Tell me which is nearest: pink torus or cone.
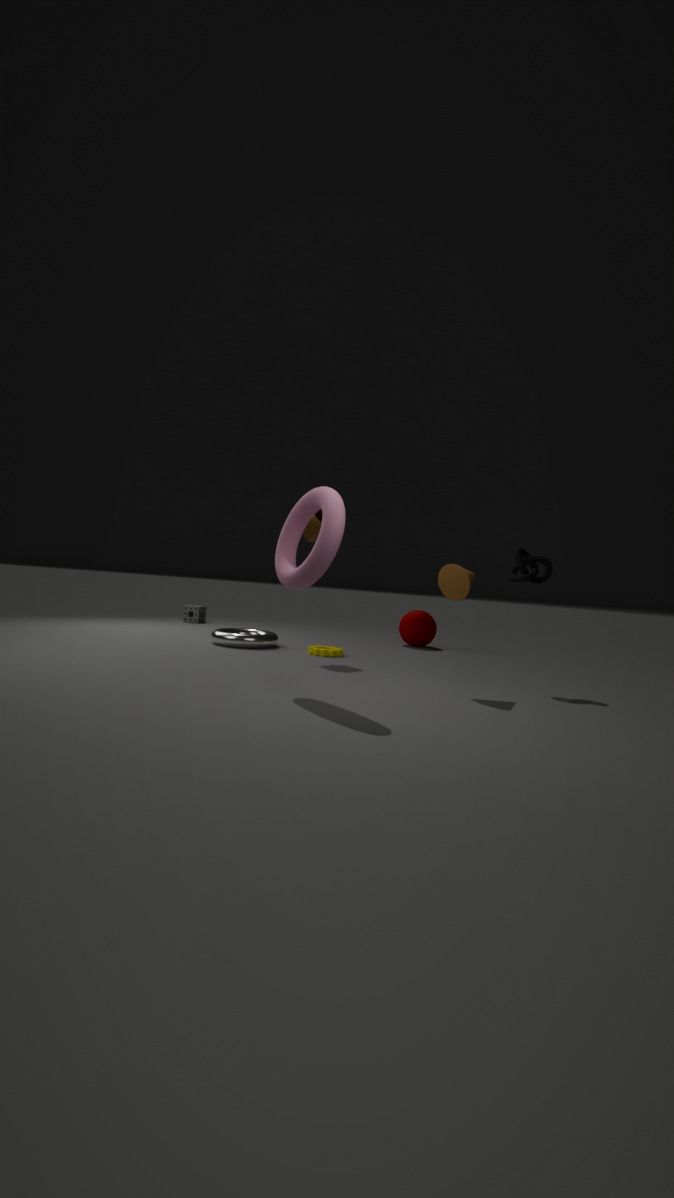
pink torus
